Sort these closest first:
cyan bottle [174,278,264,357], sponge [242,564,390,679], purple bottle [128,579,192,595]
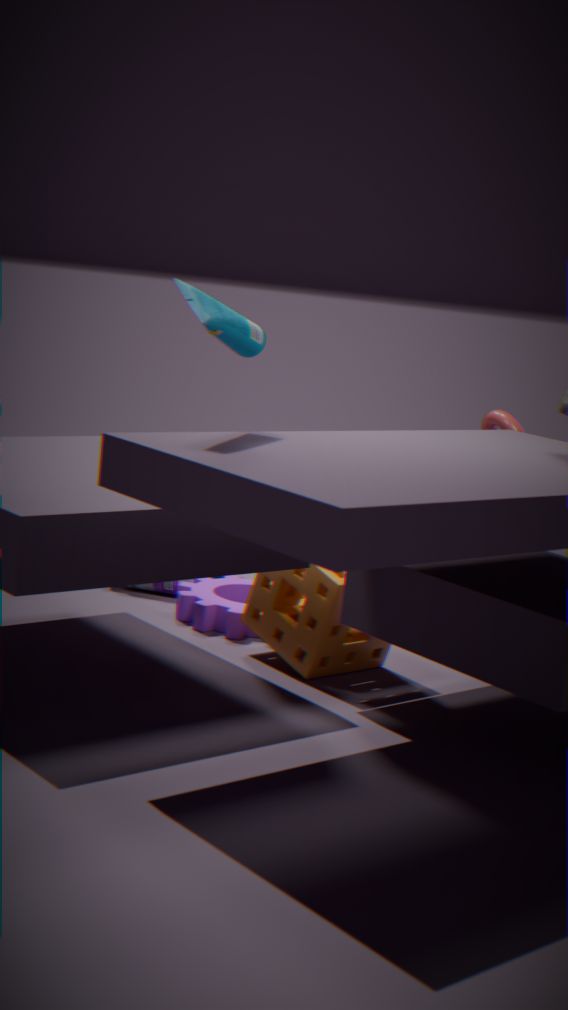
1. cyan bottle [174,278,264,357]
2. sponge [242,564,390,679]
3. purple bottle [128,579,192,595]
